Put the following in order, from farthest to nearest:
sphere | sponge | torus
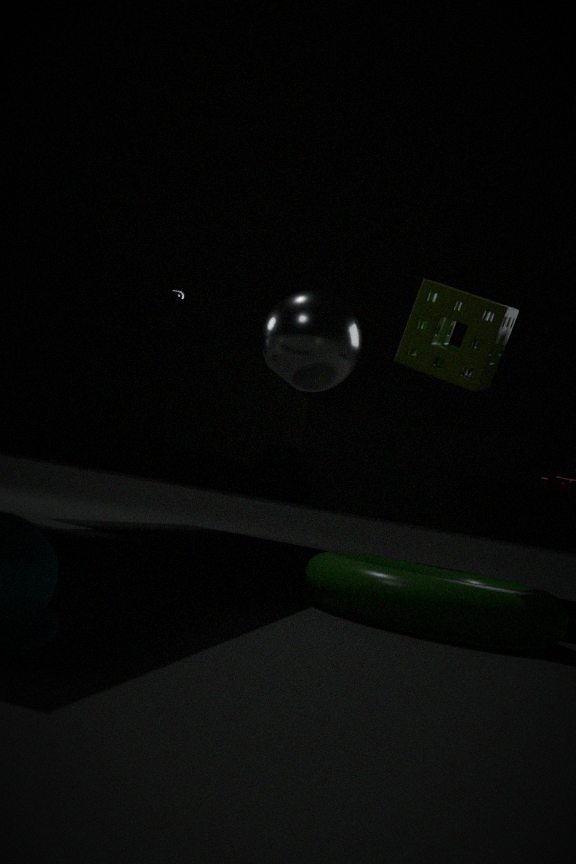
sphere → sponge → torus
